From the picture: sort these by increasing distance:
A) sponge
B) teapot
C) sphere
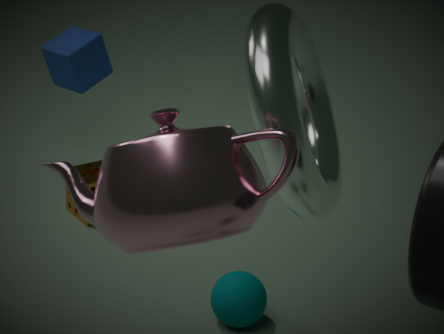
teapot → sphere → sponge
